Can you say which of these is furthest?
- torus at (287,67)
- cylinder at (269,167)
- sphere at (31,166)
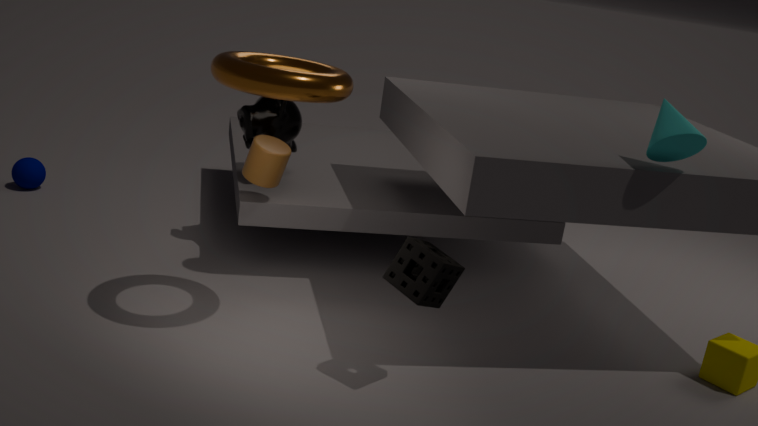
sphere at (31,166)
